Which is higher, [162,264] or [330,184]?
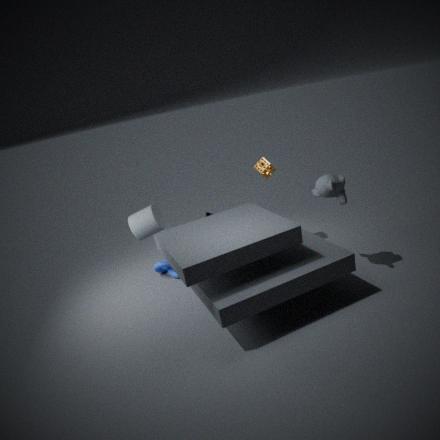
[330,184]
